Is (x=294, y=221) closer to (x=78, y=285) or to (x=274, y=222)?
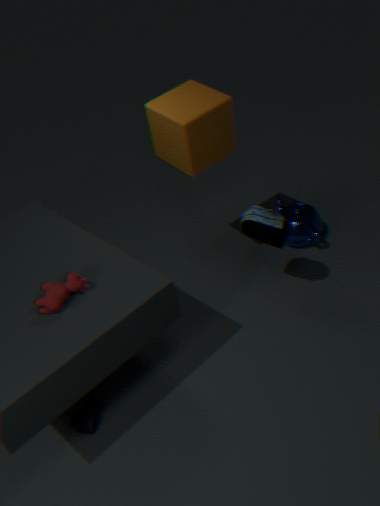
(x=274, y=222)
